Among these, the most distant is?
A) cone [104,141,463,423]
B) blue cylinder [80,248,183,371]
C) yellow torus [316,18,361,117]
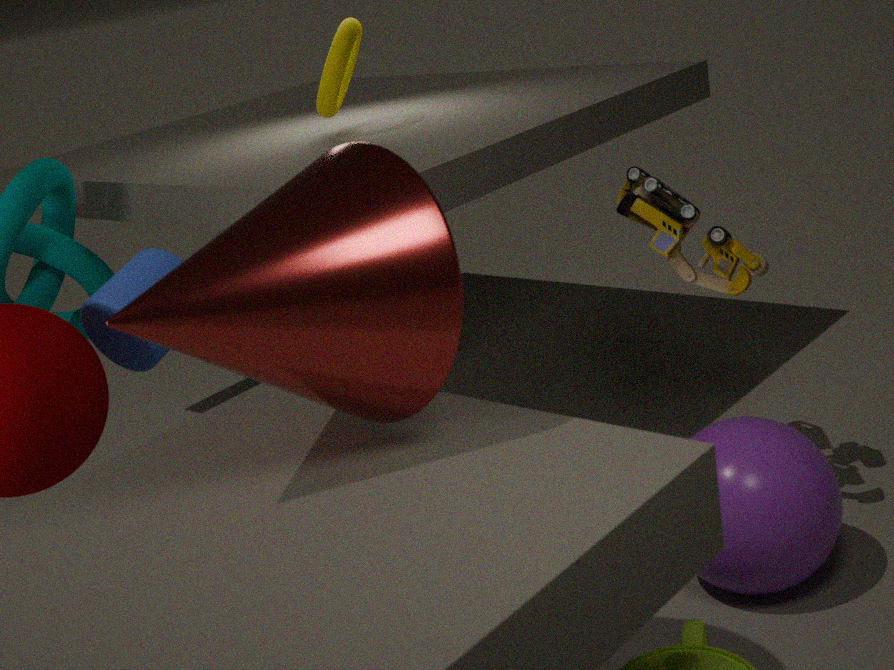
yellow torus [316,18,361,117]
